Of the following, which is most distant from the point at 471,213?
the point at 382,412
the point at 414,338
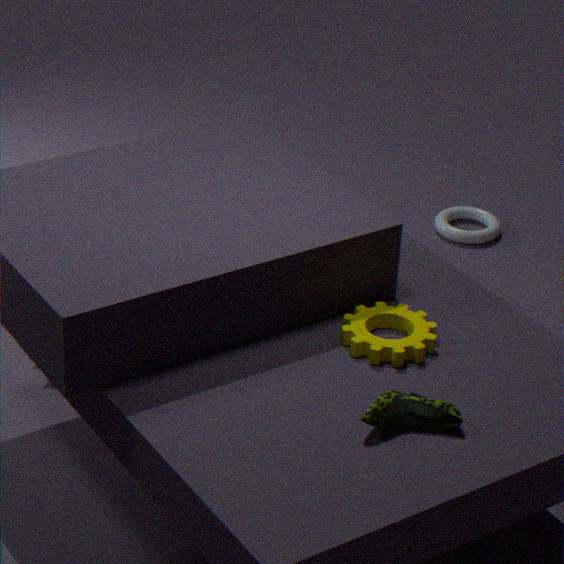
the point at 382,412
